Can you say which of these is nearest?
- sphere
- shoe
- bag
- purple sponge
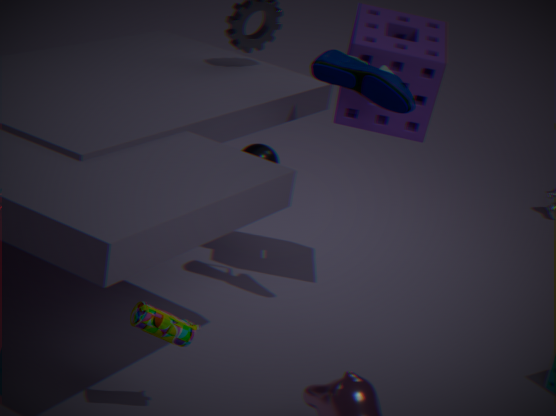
bag
